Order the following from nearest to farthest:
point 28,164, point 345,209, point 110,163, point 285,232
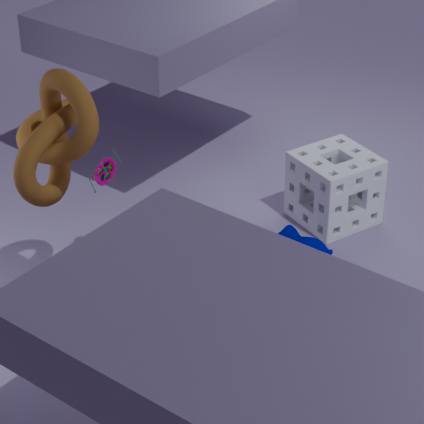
point 28,164 < point 110,163 < point 285,232 < point 345,209
